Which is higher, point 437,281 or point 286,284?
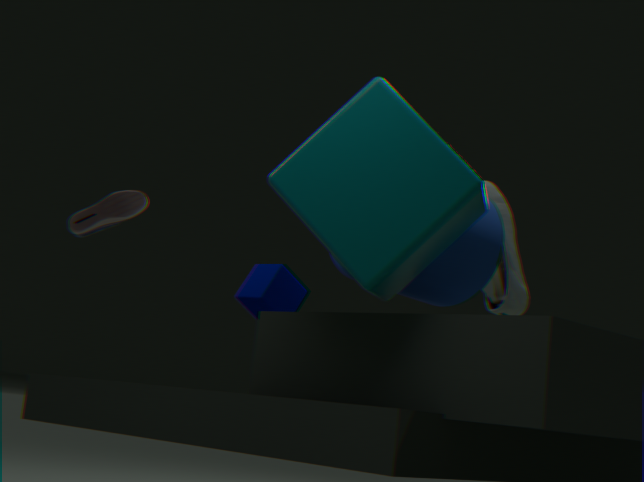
point 437,281
